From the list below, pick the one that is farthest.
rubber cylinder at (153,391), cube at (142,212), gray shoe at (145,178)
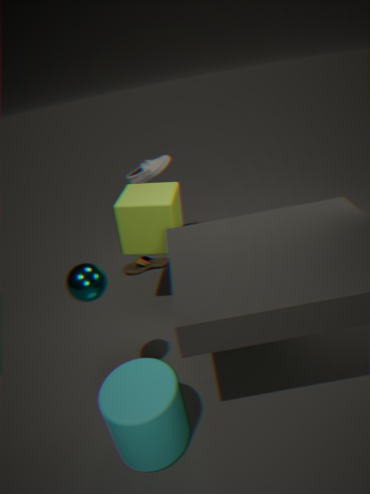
gray shoe at (145,178)
